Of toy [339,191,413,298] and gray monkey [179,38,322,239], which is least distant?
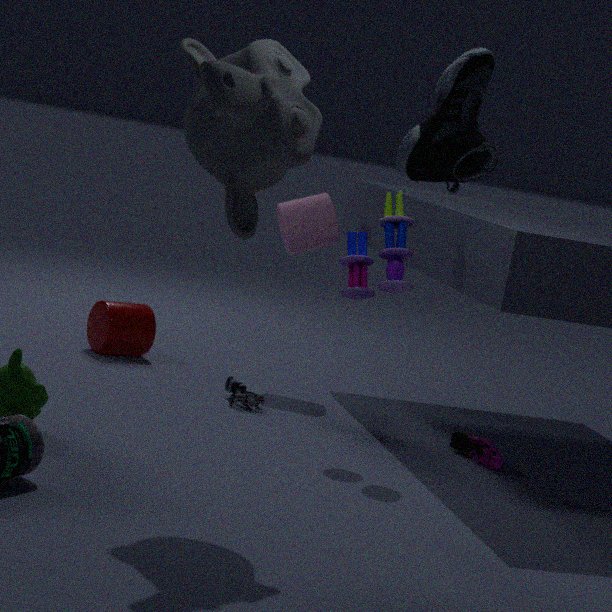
gray monkey [179,38,322,239]
